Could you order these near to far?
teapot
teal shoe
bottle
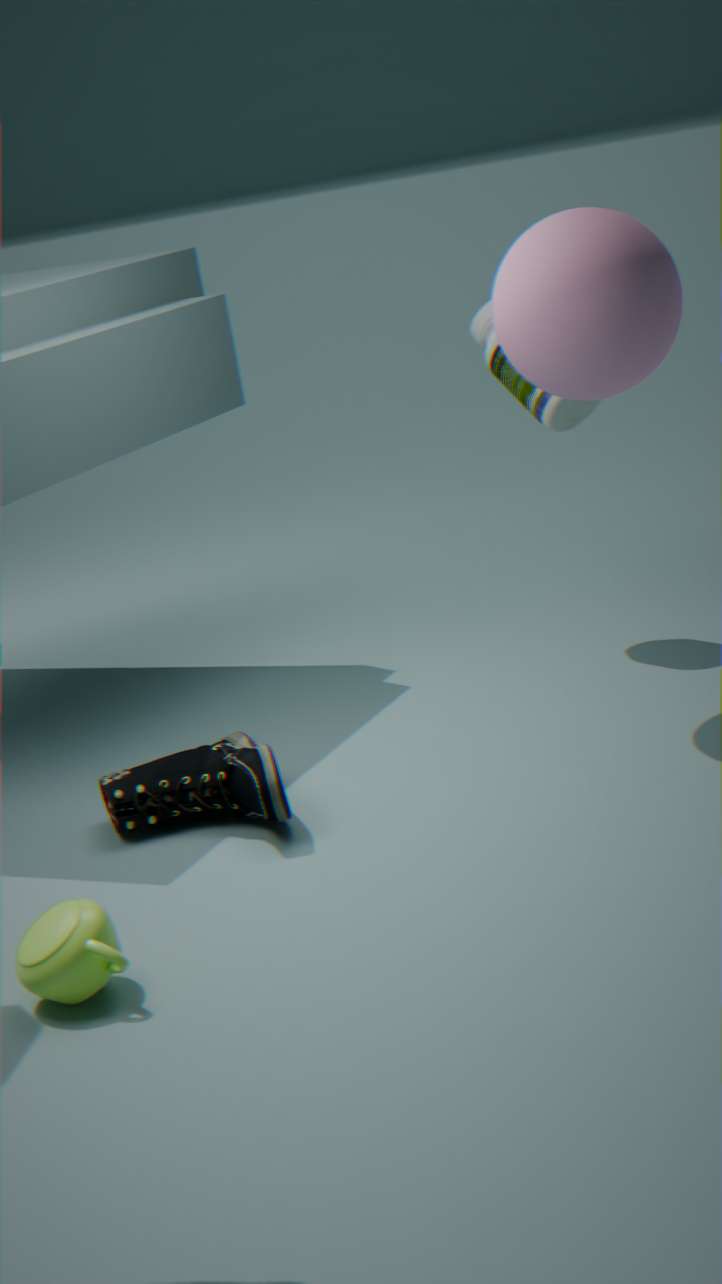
teapot → teal shoe → bottle
